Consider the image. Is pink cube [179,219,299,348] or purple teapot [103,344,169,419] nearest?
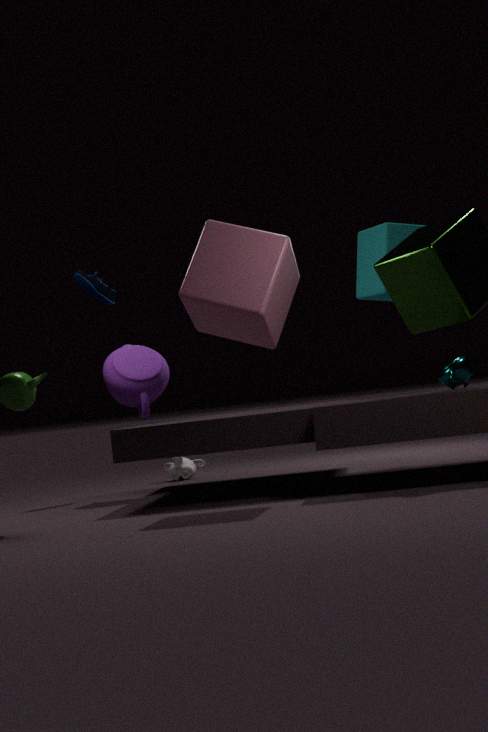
pink cube [179,219,299,348]
